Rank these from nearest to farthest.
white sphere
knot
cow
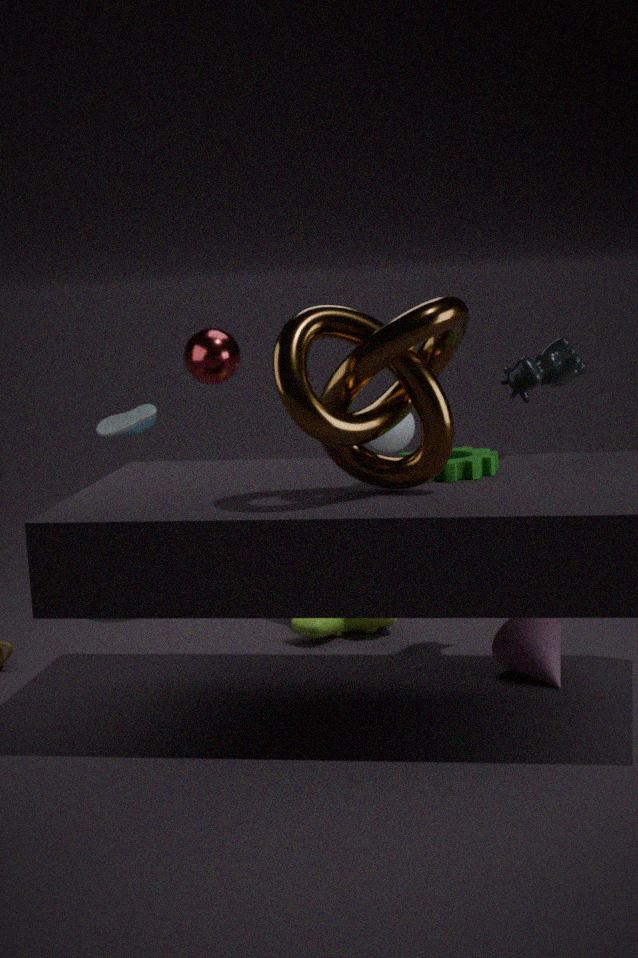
knot < cow < white sphere
